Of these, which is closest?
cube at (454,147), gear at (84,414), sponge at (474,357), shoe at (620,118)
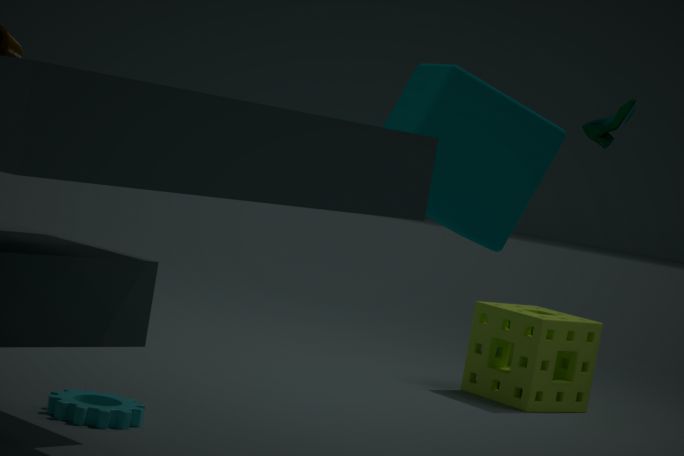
cube at (454,147)
